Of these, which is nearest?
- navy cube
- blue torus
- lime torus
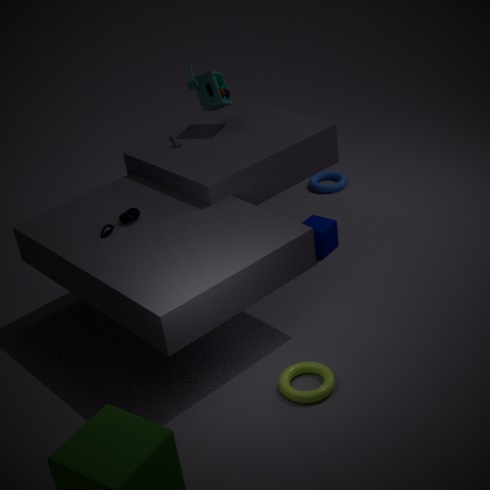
lime torus
